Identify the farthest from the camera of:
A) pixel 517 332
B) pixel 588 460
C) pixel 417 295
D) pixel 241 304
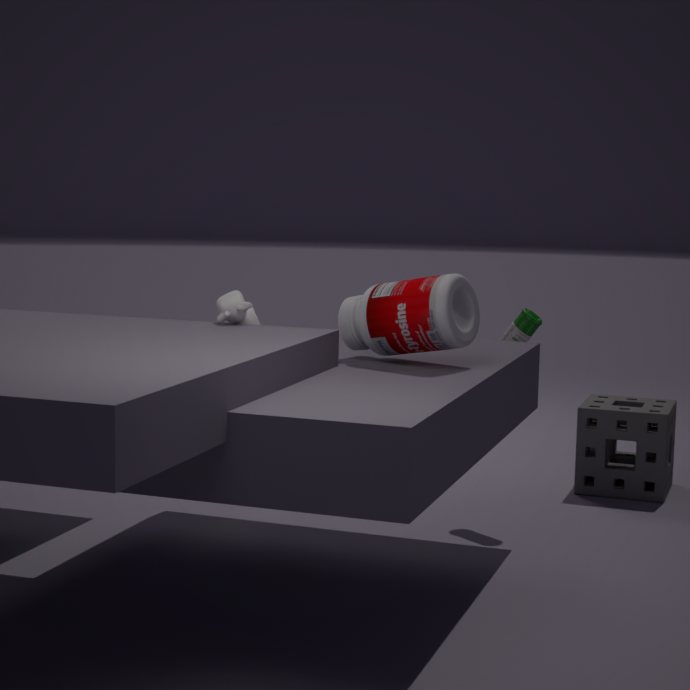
pixel 588 460
